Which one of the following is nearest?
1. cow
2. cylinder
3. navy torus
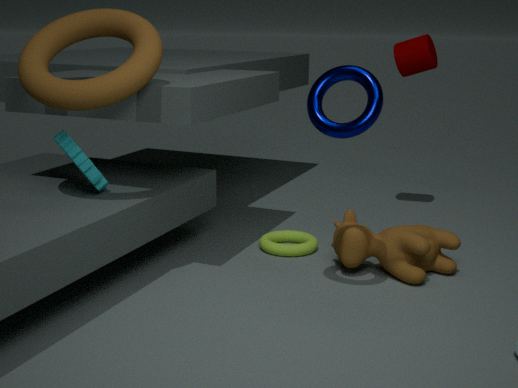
navy torus
